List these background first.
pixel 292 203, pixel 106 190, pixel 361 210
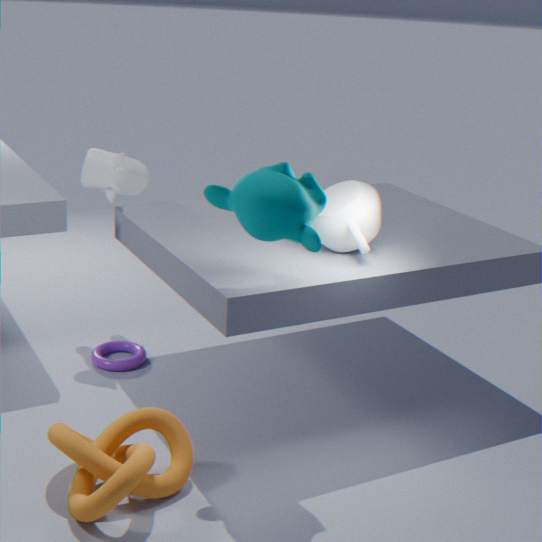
pixel 106 190 → pixel 361 210 → pixel 292 203
